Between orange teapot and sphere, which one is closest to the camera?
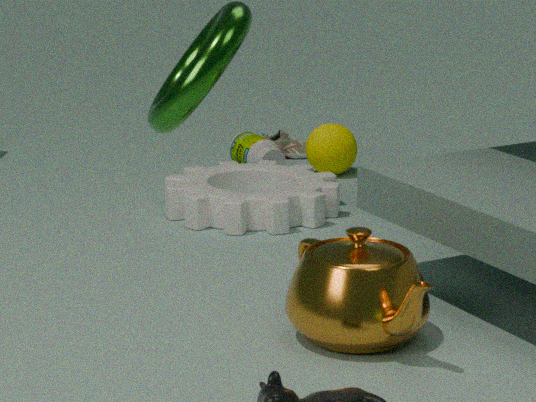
orange teapot
